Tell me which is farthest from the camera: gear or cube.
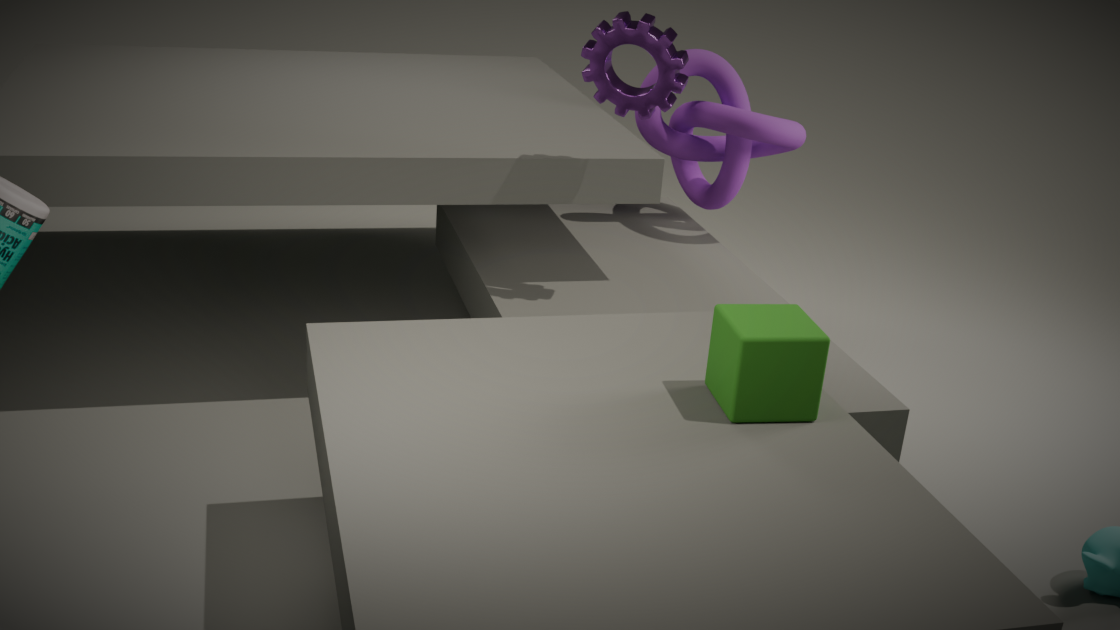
gear
